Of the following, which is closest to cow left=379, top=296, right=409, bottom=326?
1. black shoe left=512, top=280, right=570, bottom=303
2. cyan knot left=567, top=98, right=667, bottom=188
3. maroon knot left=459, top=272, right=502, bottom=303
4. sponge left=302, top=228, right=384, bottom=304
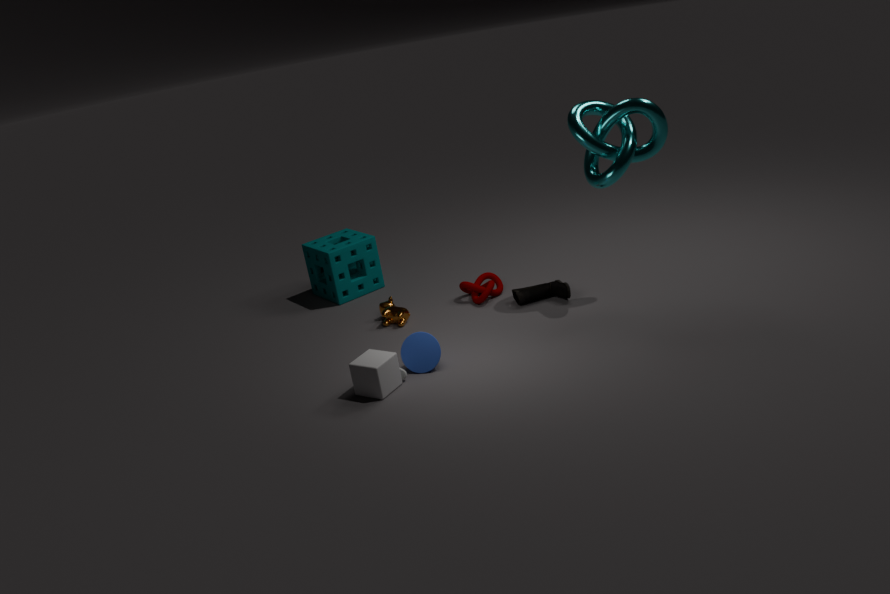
maroon knot left=459, top=272, right=502, bottom=303
